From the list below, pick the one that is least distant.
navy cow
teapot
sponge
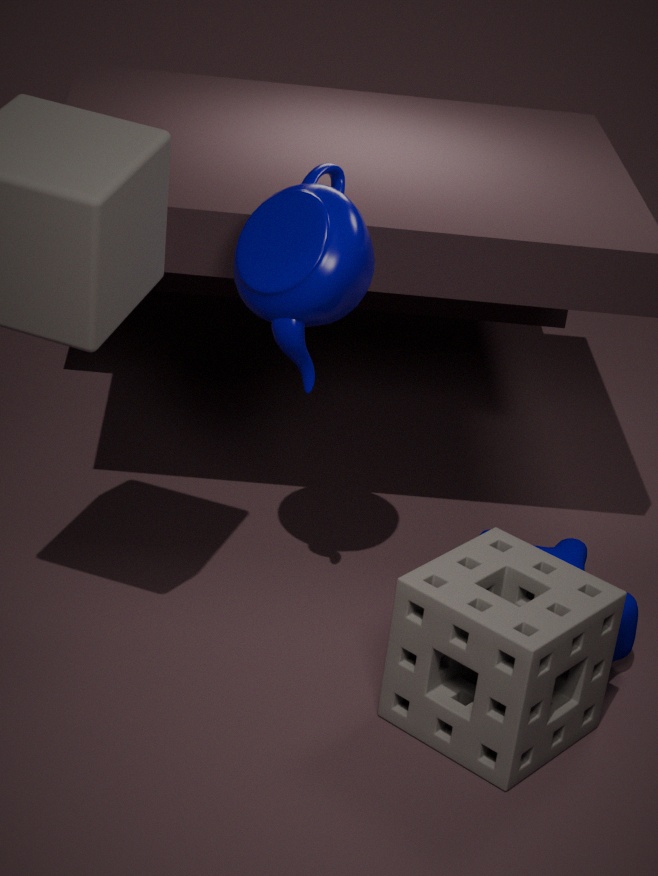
sponge
